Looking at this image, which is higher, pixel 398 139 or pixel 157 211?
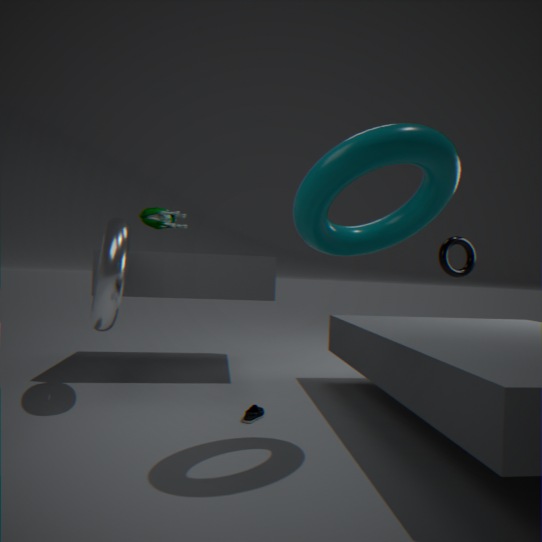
pixel 157 211
